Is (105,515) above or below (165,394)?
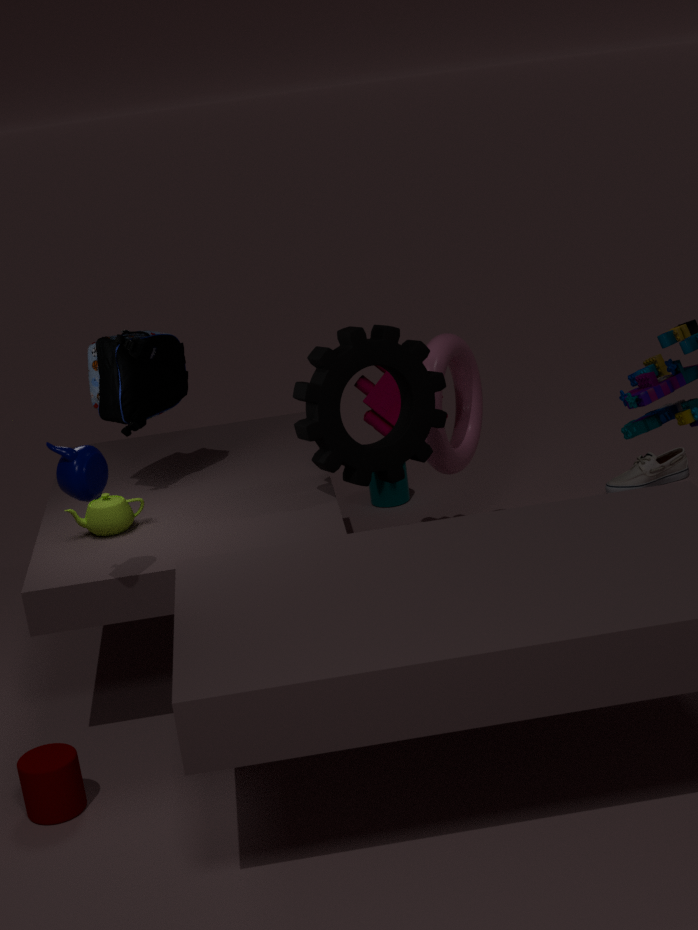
below
